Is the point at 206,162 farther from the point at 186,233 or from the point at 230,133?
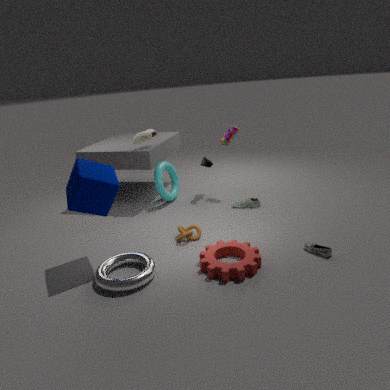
A: the point at 186,233
